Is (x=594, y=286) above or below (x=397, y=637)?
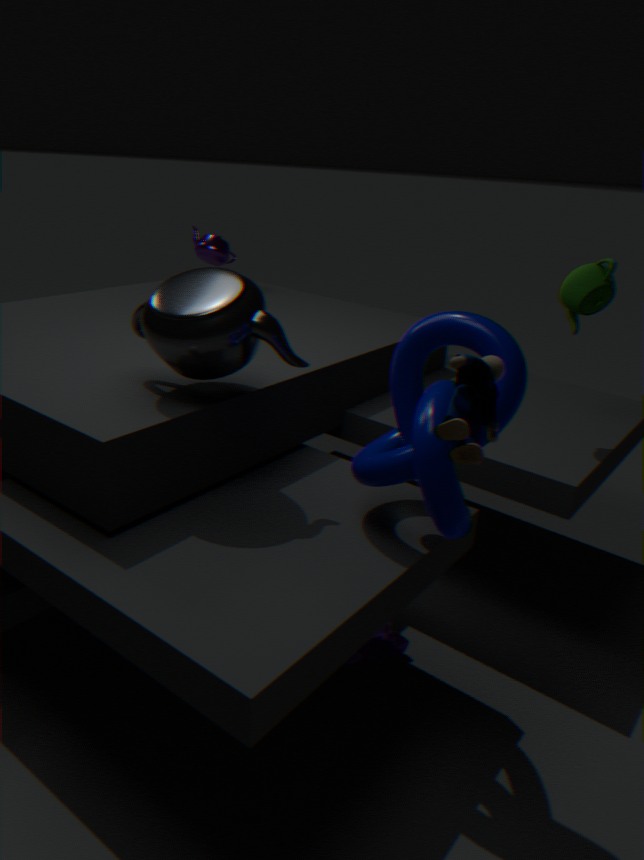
above
